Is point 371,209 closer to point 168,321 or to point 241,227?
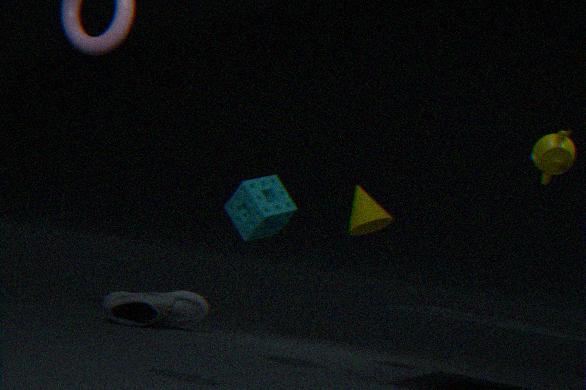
point 241,227
